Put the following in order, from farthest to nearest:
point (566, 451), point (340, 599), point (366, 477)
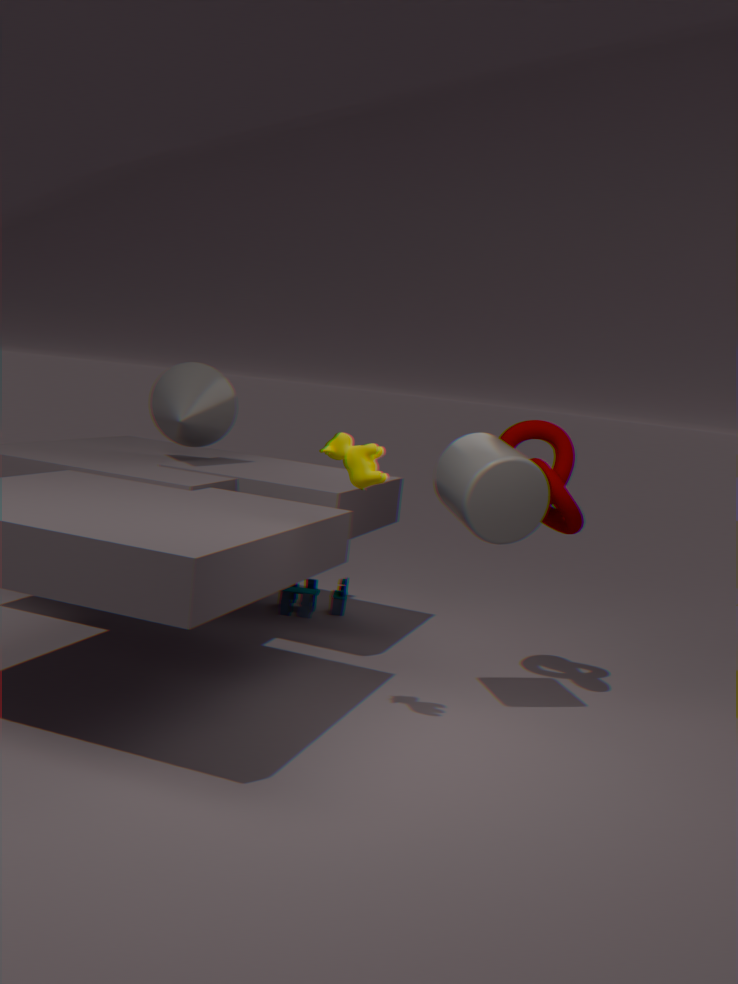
1. point (340, 599)
2. point (566, 451)
3. point (366, 477)
